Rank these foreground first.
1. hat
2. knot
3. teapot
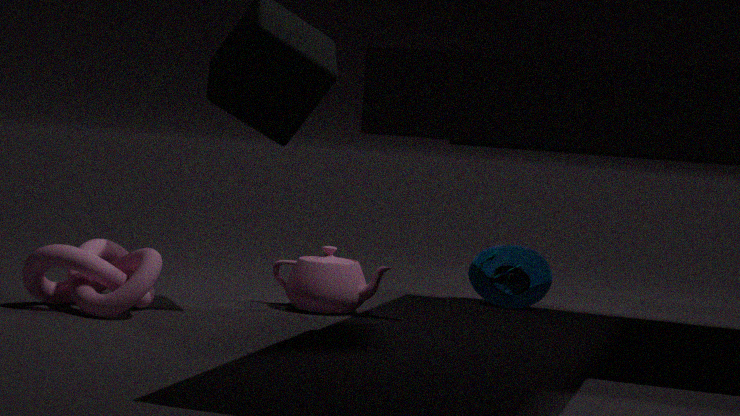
knot → teapot → hat
